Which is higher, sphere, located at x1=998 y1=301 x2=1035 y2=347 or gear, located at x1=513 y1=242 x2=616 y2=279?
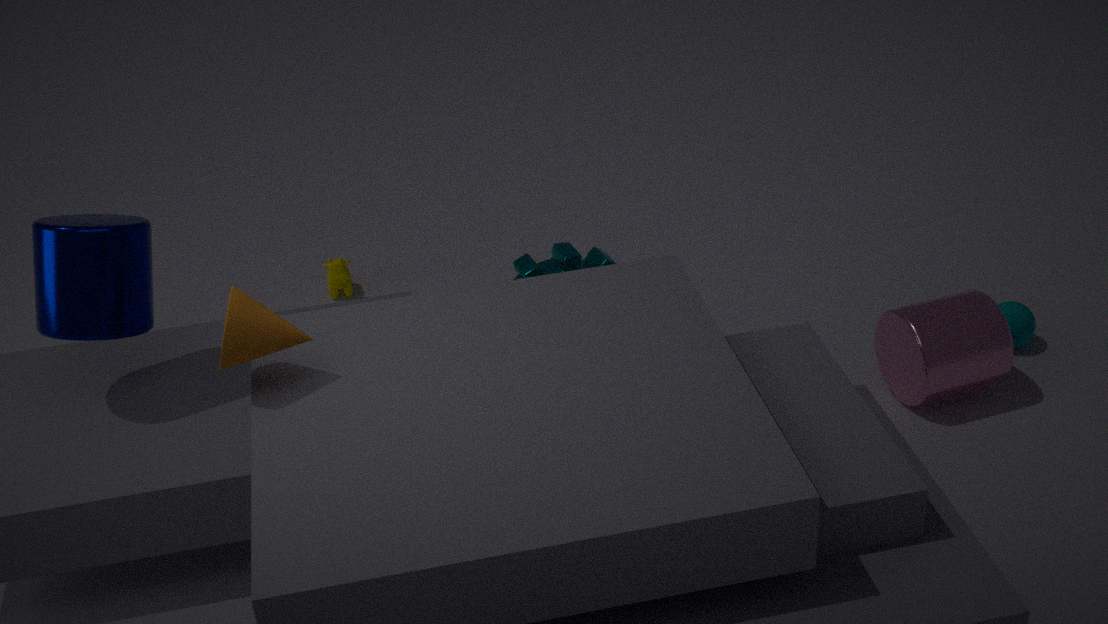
gear, located at x1=513 y1=242 x2=616 y2=279
